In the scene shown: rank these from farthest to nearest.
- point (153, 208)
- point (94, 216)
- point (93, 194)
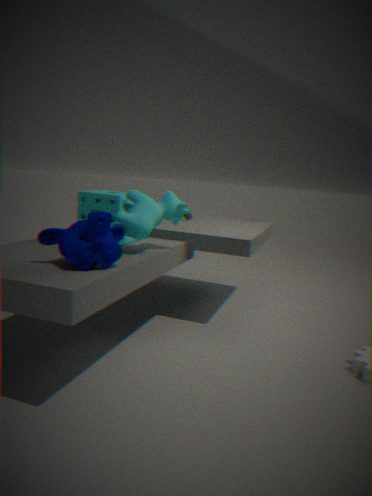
1. point (93, 194)
2. point (153, 208)
3. point (94, 216)
